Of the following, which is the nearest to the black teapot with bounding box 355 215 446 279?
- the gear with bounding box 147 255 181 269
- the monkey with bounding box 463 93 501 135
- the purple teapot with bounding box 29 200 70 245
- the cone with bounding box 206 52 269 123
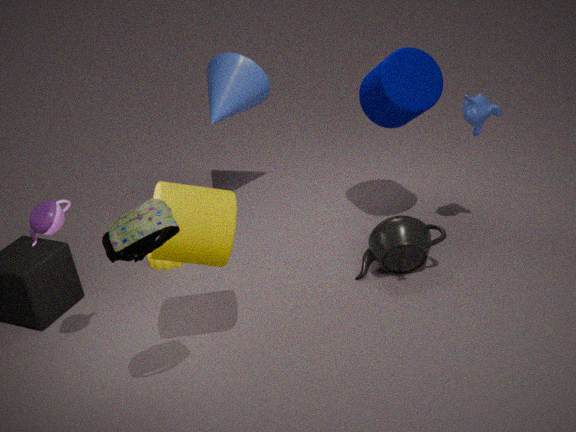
the monkey with bounding box 463 93 501 135
